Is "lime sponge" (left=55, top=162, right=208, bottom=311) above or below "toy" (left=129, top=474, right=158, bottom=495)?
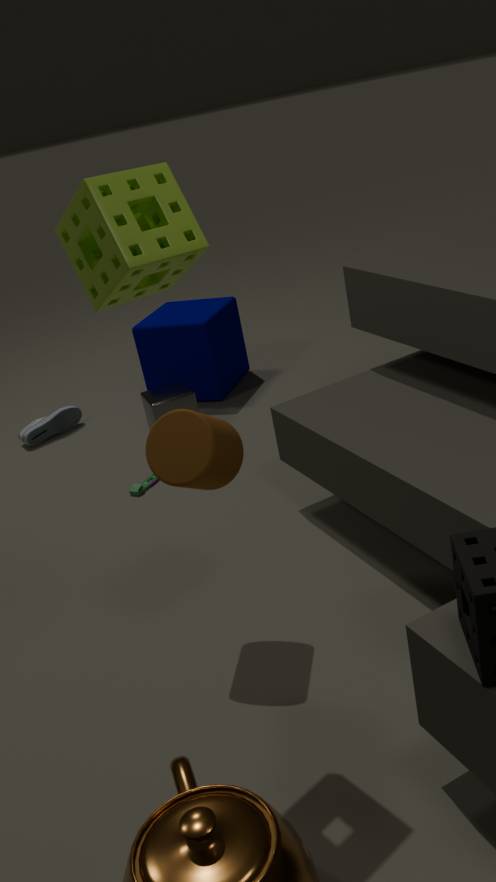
above
